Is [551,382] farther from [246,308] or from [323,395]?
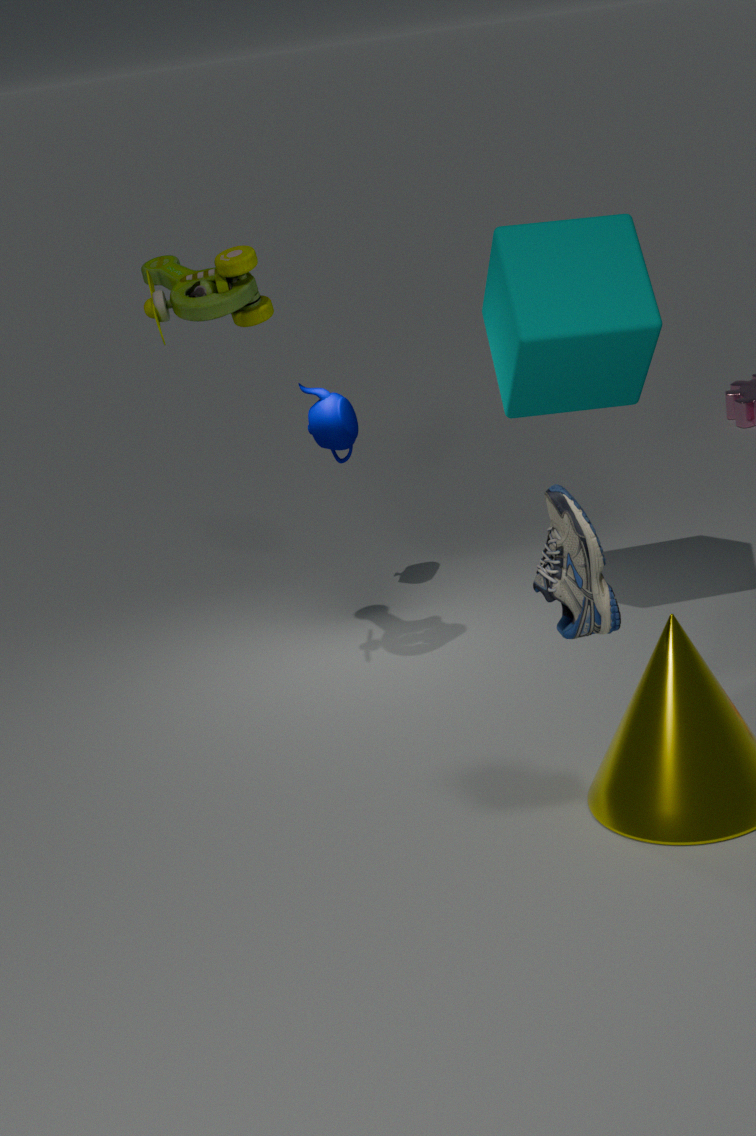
[246,308]
